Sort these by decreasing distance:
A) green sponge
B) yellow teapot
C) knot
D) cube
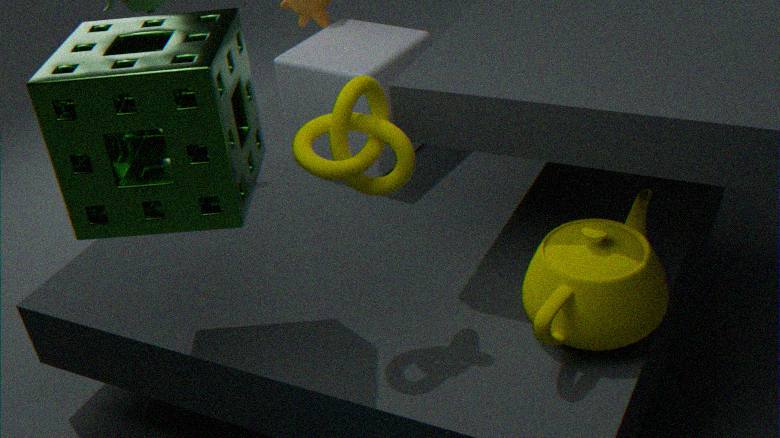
D. cube, B. yellow teapot, C. knot, A. green sponge
